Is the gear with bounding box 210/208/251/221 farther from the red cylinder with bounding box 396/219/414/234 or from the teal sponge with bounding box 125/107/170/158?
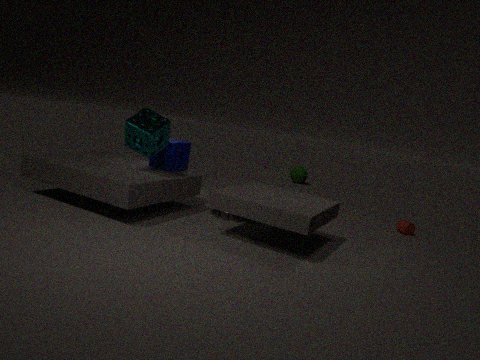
the red cylinder with bounding box 396/219/414/234
